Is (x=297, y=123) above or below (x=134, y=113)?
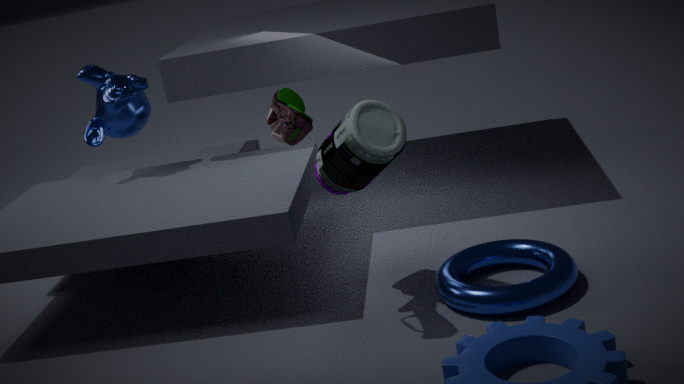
above
